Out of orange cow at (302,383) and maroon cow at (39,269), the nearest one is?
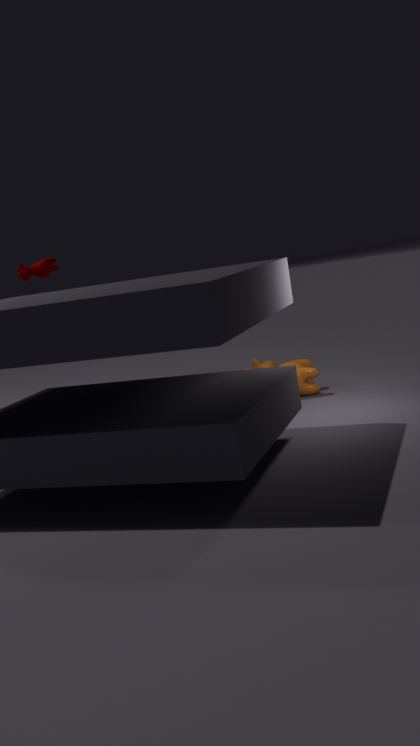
orange cow at (302,383)
